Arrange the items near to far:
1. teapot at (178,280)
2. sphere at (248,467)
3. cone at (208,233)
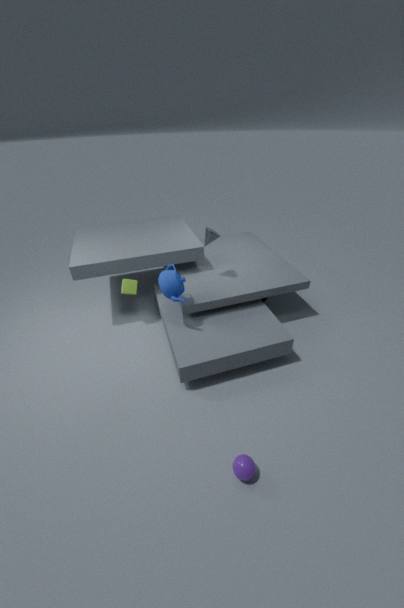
1. sphere at (248,467)
2. teapot at (178,280)
3. cone at (208,233)
